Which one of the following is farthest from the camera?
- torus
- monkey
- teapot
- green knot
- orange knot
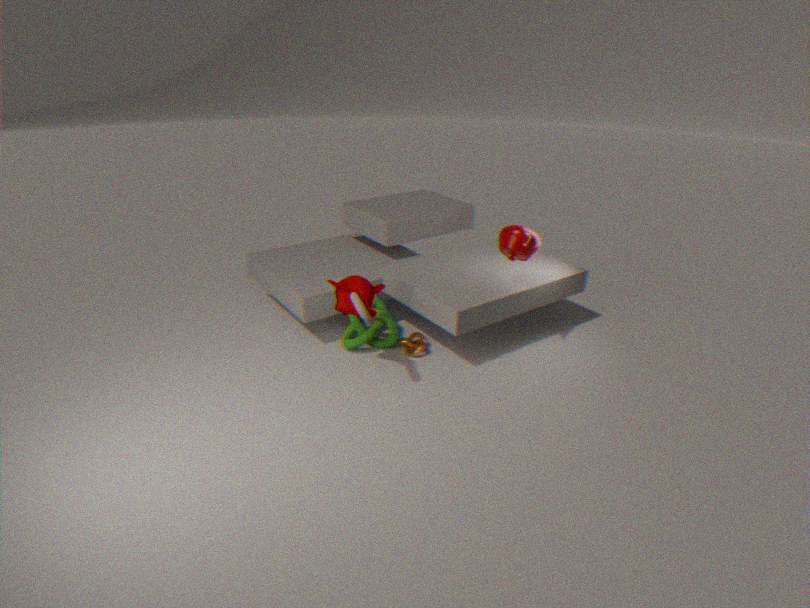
green knot
